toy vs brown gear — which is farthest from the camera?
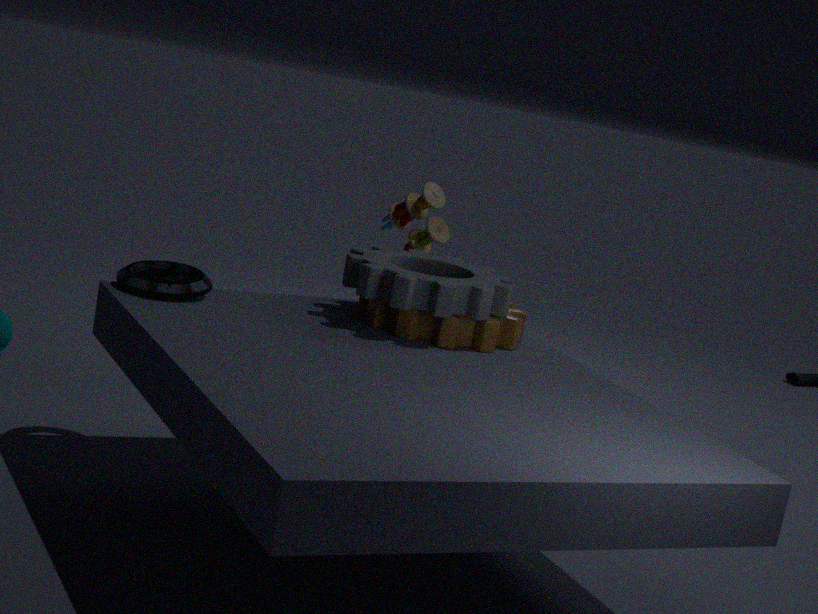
toy
